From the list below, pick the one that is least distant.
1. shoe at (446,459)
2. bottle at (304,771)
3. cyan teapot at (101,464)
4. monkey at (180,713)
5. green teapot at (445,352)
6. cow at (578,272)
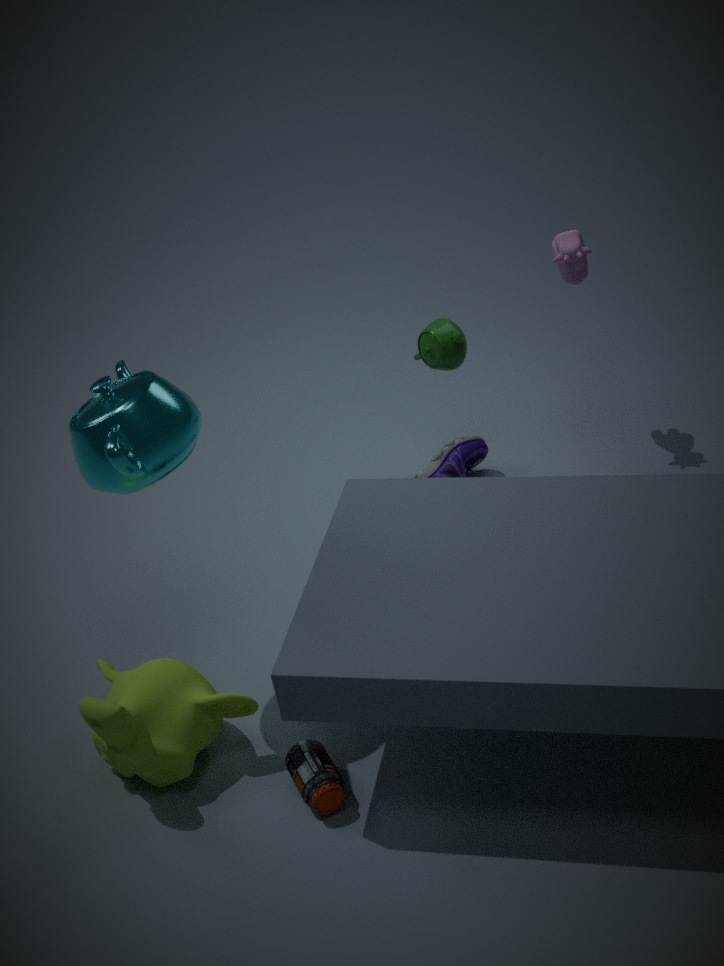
cyan teapot at (101,464)
